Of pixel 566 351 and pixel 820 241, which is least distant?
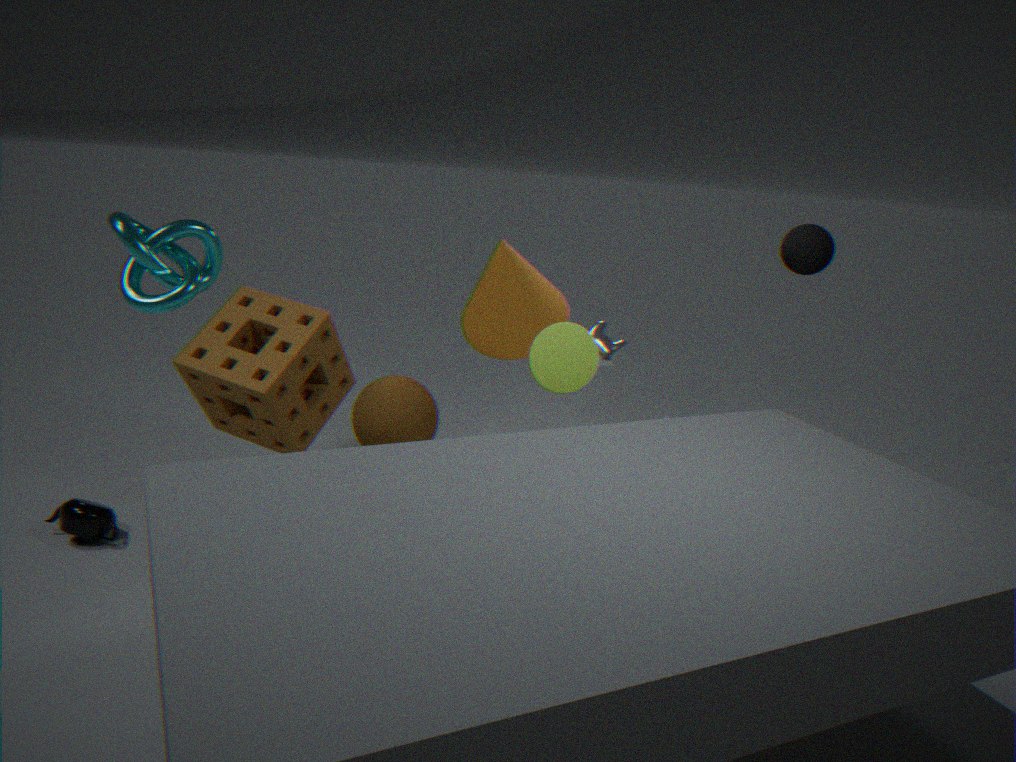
pixel 566 351
